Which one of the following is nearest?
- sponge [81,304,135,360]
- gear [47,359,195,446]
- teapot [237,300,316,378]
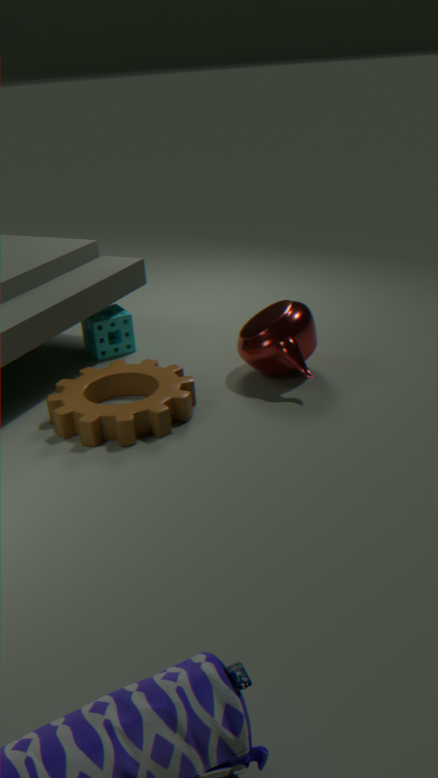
gear [47,359,195,446]
